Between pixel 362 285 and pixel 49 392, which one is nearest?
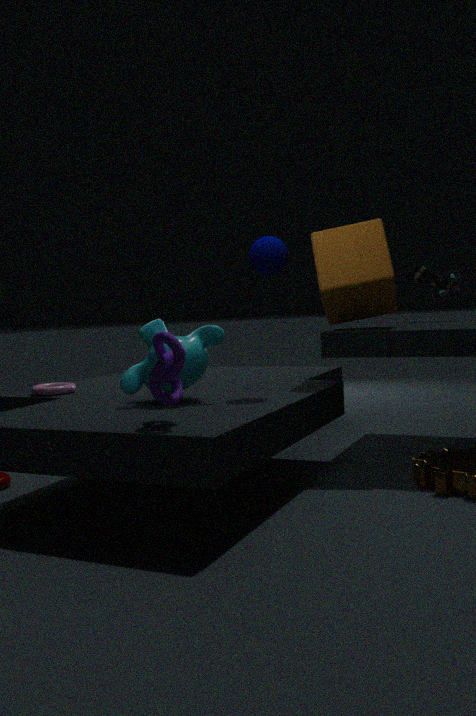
pixel 362 285
